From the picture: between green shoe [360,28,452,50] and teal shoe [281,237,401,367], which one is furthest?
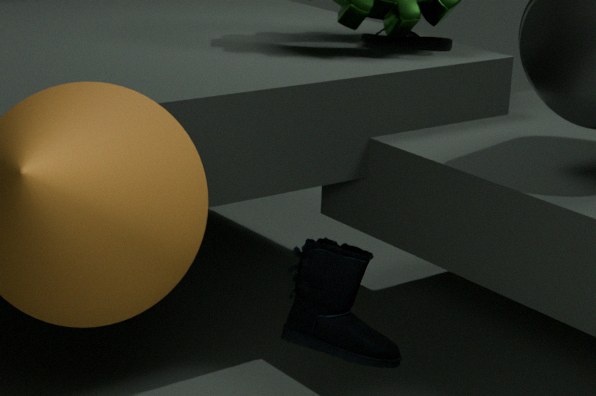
green shoe [360,28,452,50]
